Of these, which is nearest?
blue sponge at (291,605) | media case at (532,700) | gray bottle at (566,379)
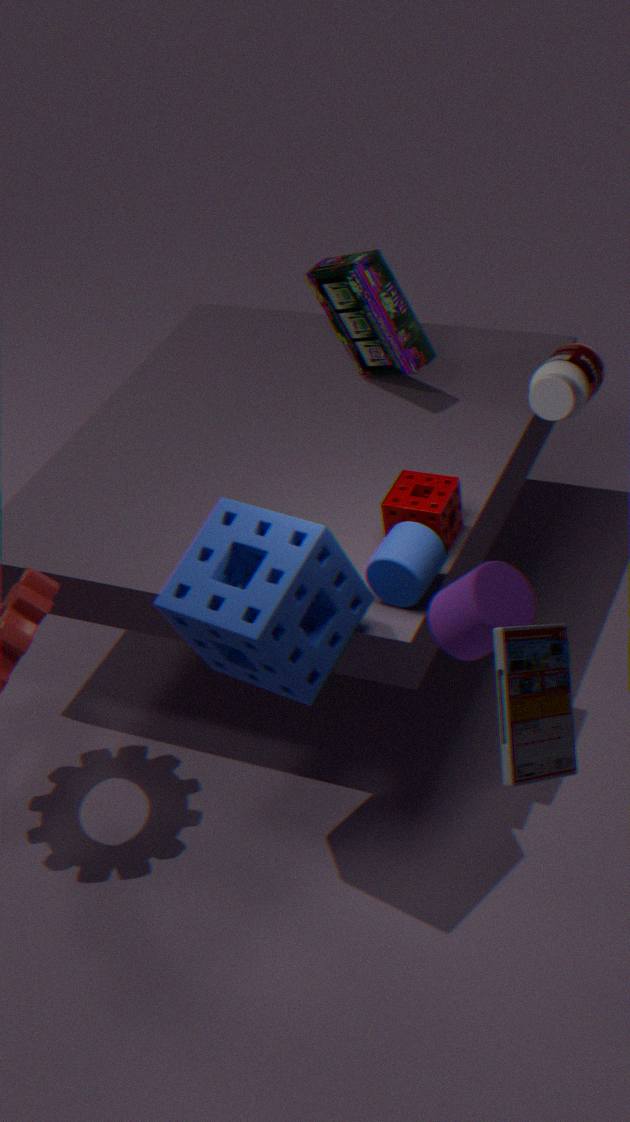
media case at (532,700)
